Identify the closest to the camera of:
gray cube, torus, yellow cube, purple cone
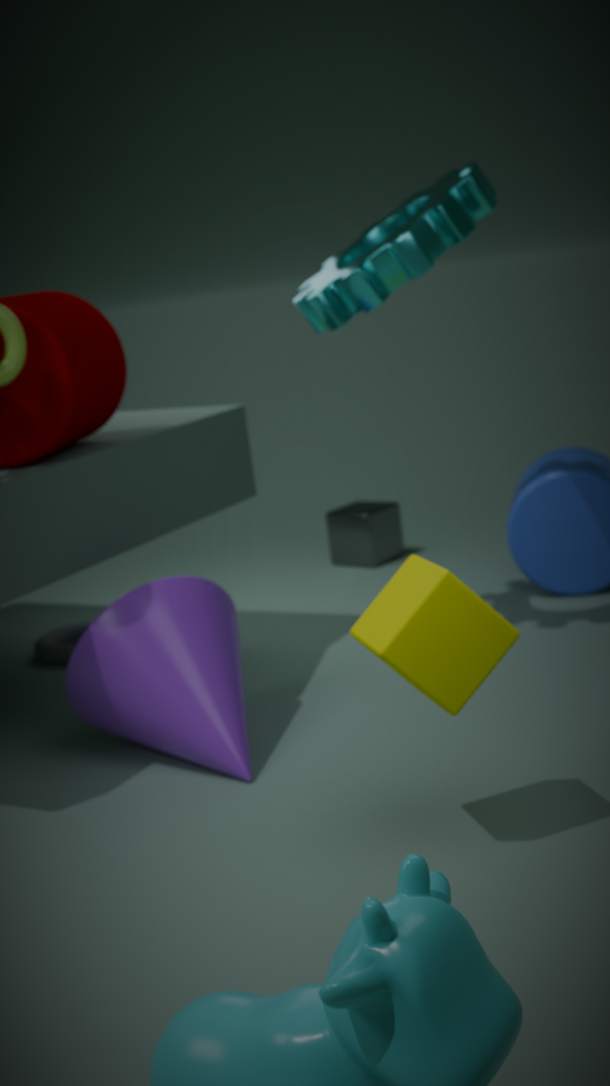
yellow cube
